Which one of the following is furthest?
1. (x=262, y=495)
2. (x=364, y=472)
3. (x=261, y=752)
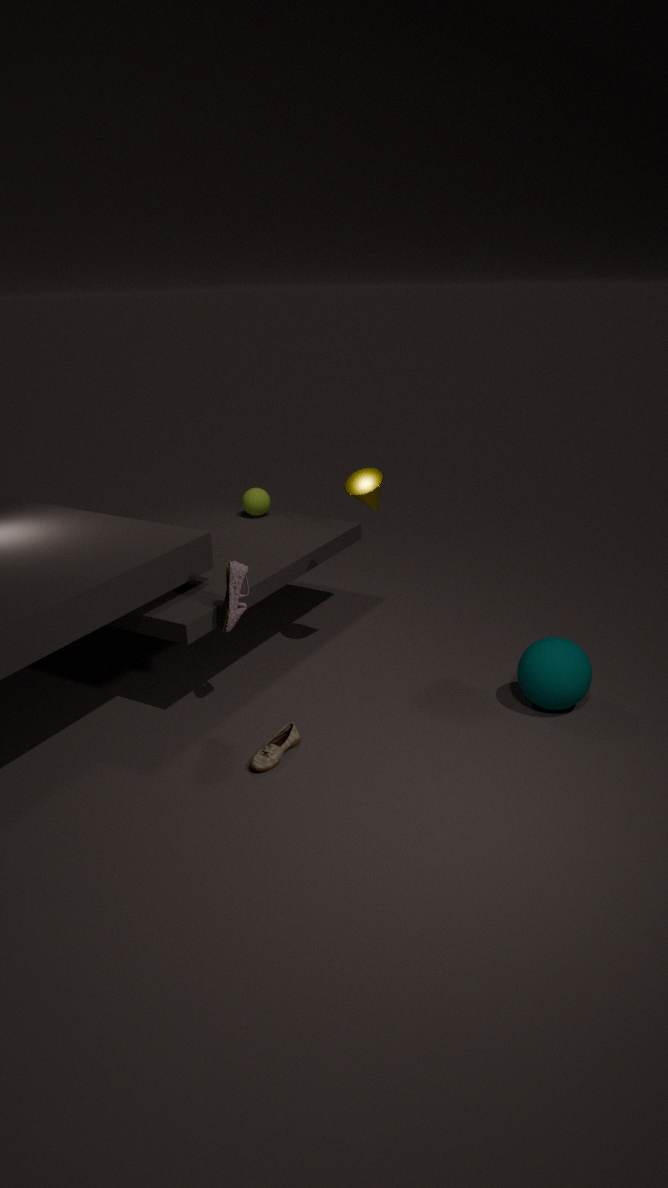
(x=262, y=495)
